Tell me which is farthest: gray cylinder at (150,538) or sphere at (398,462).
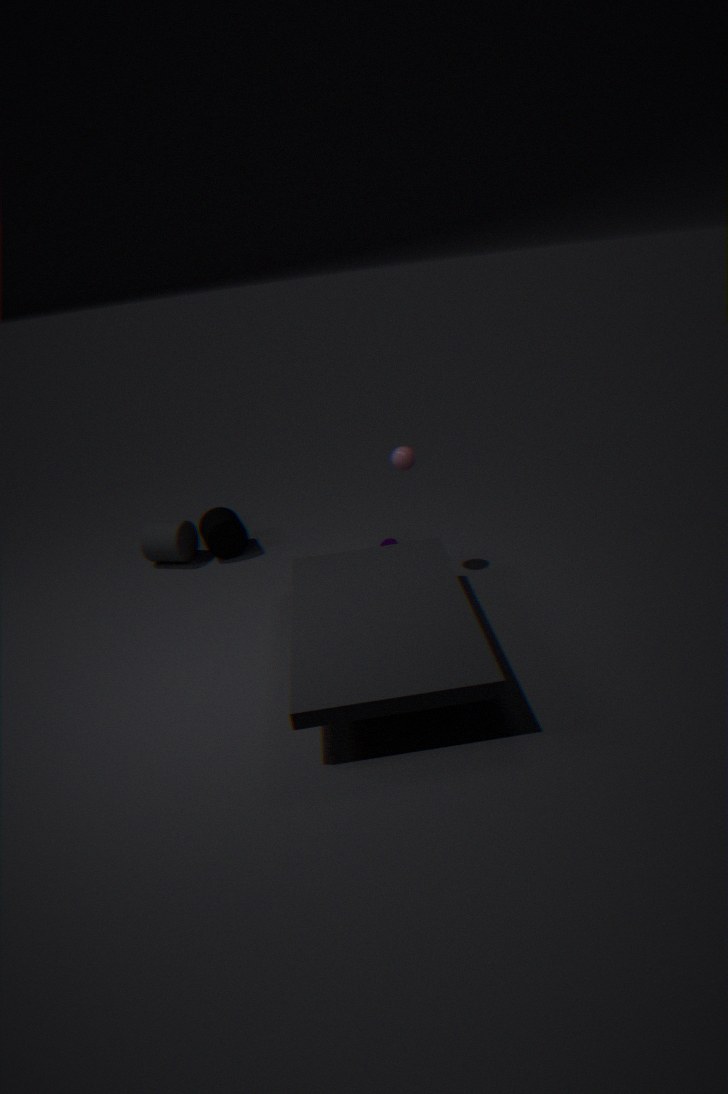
gray cylinder at (150,538)
